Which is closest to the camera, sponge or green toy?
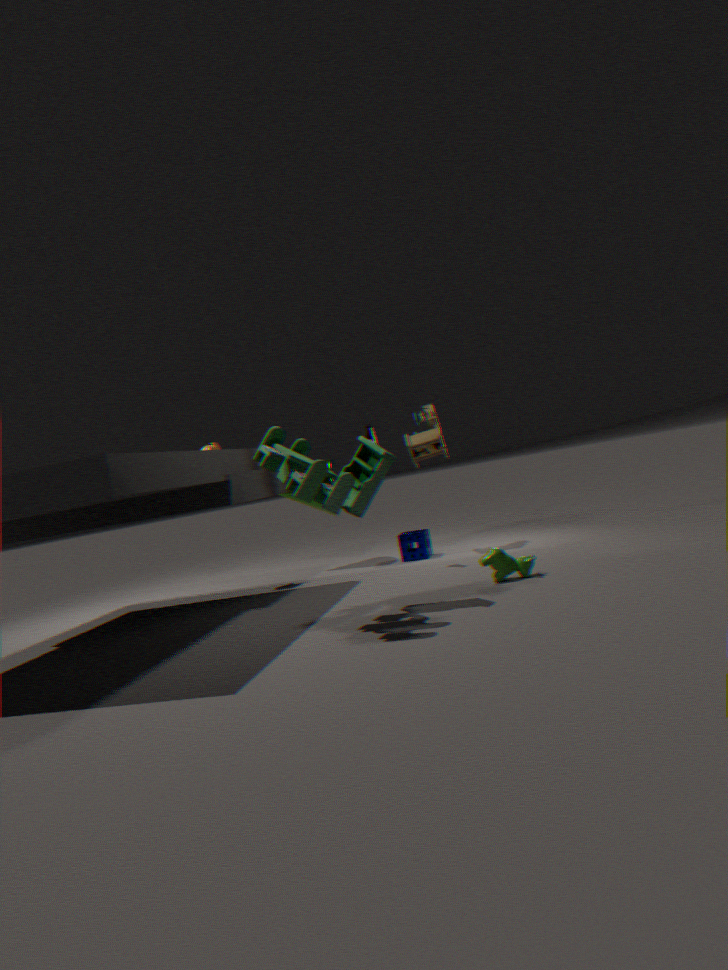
green toy
